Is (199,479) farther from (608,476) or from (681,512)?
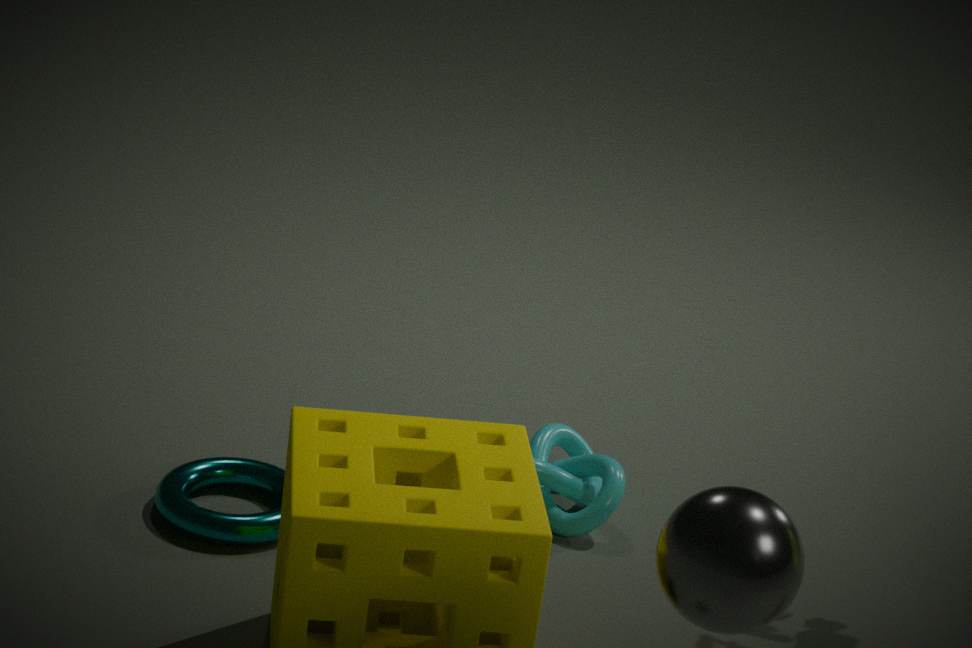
(681,512)
